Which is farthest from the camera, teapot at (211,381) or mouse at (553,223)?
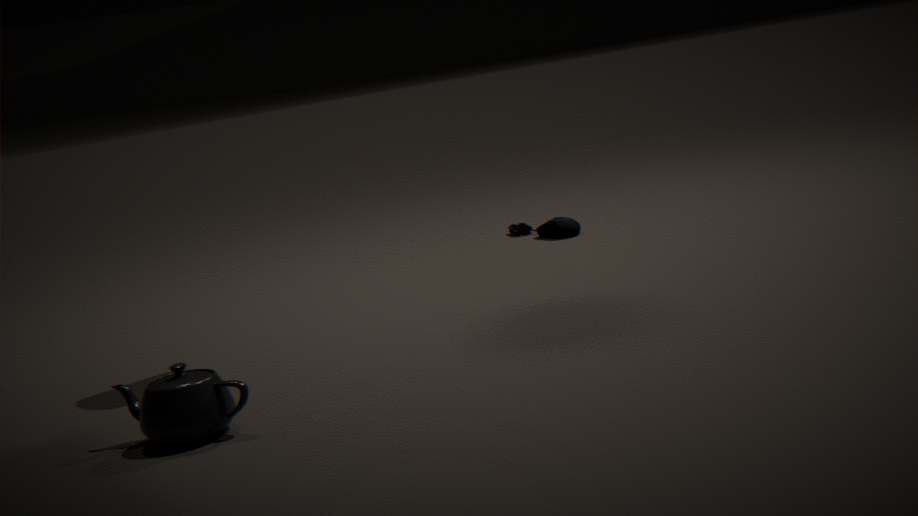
mouse at (553,223)
